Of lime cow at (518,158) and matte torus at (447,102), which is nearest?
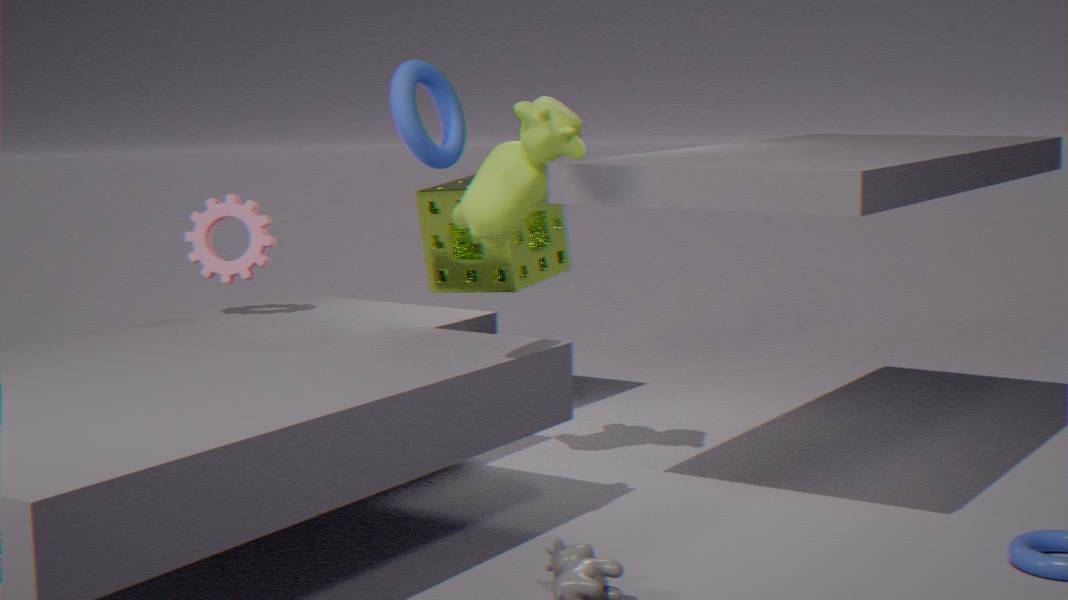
matte torus at (447,102)
